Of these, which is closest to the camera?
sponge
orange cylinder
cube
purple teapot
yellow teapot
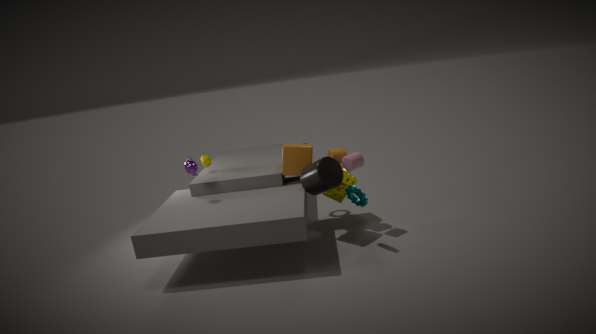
purple teapot
